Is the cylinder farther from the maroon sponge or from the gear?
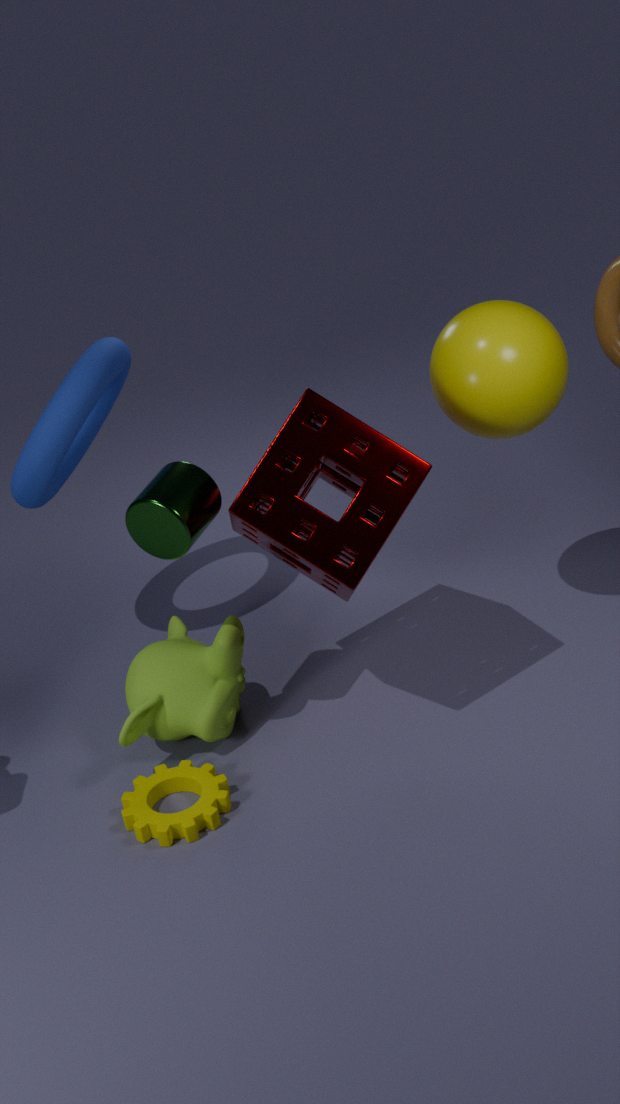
the gear
